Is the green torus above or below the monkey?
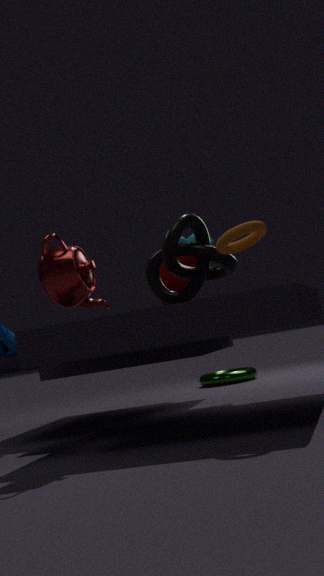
below
